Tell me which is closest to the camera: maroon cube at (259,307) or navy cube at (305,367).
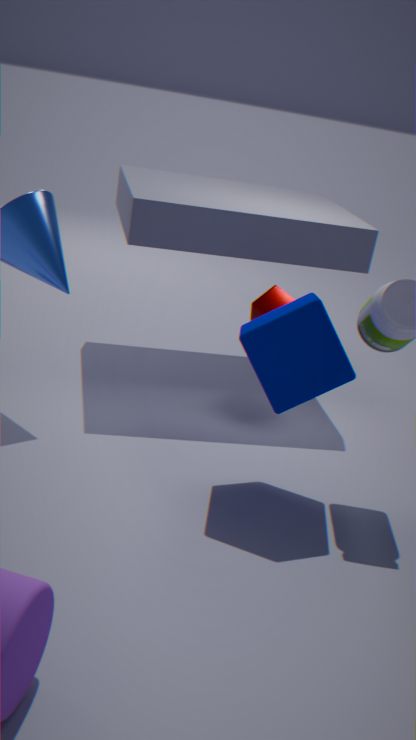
navy cube at (305,367)
